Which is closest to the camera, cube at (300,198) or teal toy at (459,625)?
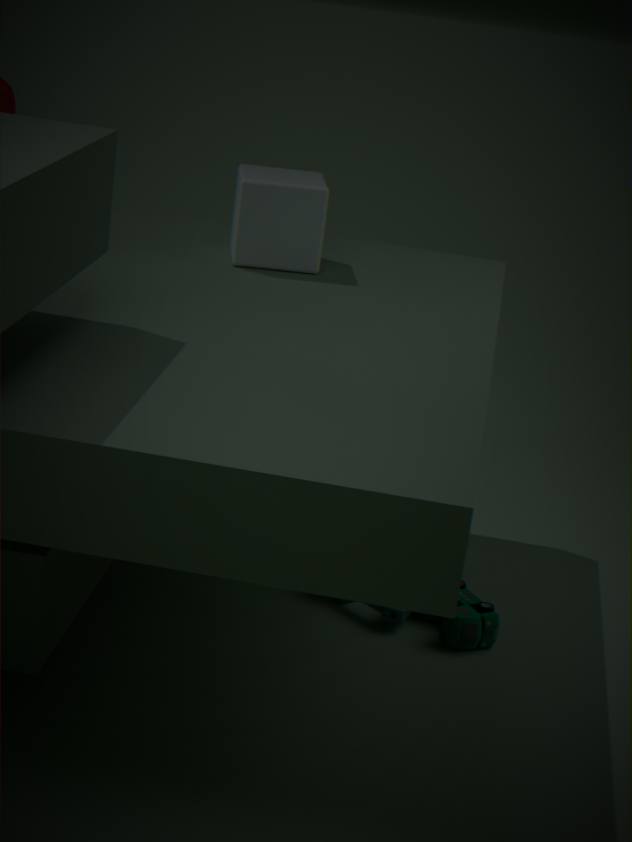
teal toy at (459,625)
